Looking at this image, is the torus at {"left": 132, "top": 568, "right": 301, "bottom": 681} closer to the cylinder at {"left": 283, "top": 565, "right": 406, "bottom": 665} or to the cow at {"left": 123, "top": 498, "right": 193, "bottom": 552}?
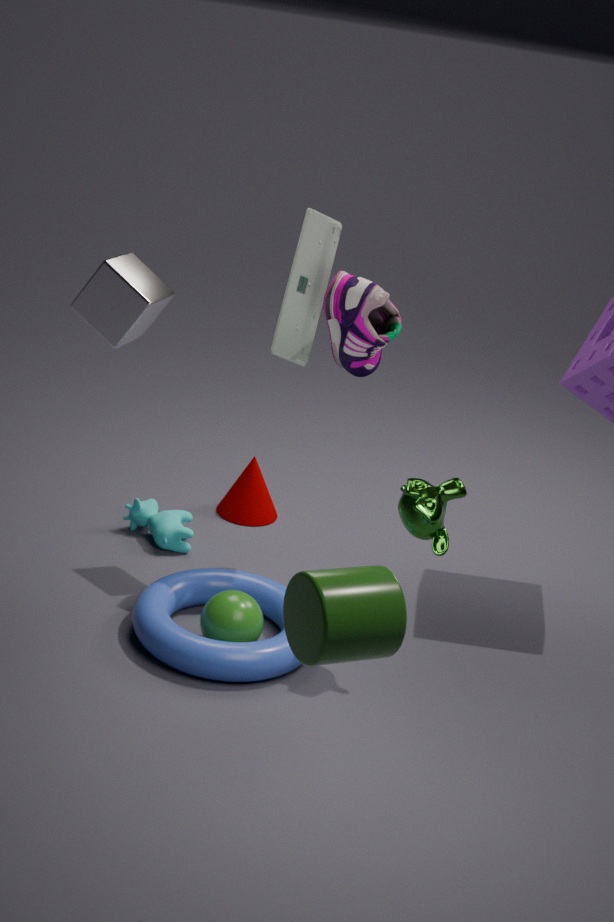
the cow at {"left": 123, "top": 498, "right": 193, "bottom": 552}
